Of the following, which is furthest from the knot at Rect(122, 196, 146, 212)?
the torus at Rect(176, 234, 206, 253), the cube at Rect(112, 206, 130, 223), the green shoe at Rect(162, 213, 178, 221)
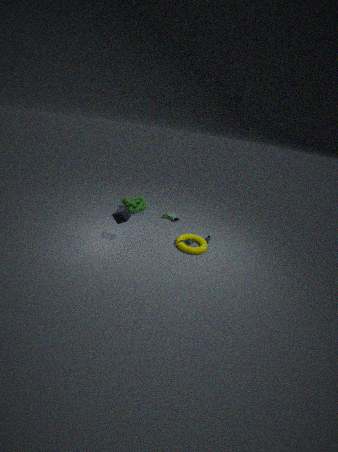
the torus at Rect(176, 234, 206, 253)
